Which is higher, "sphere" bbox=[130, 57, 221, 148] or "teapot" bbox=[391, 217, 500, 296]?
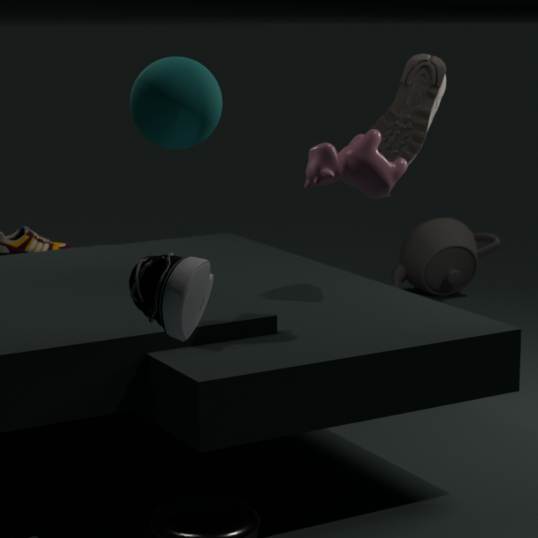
"sphere" bbox=[130, 57, 221, 148]
